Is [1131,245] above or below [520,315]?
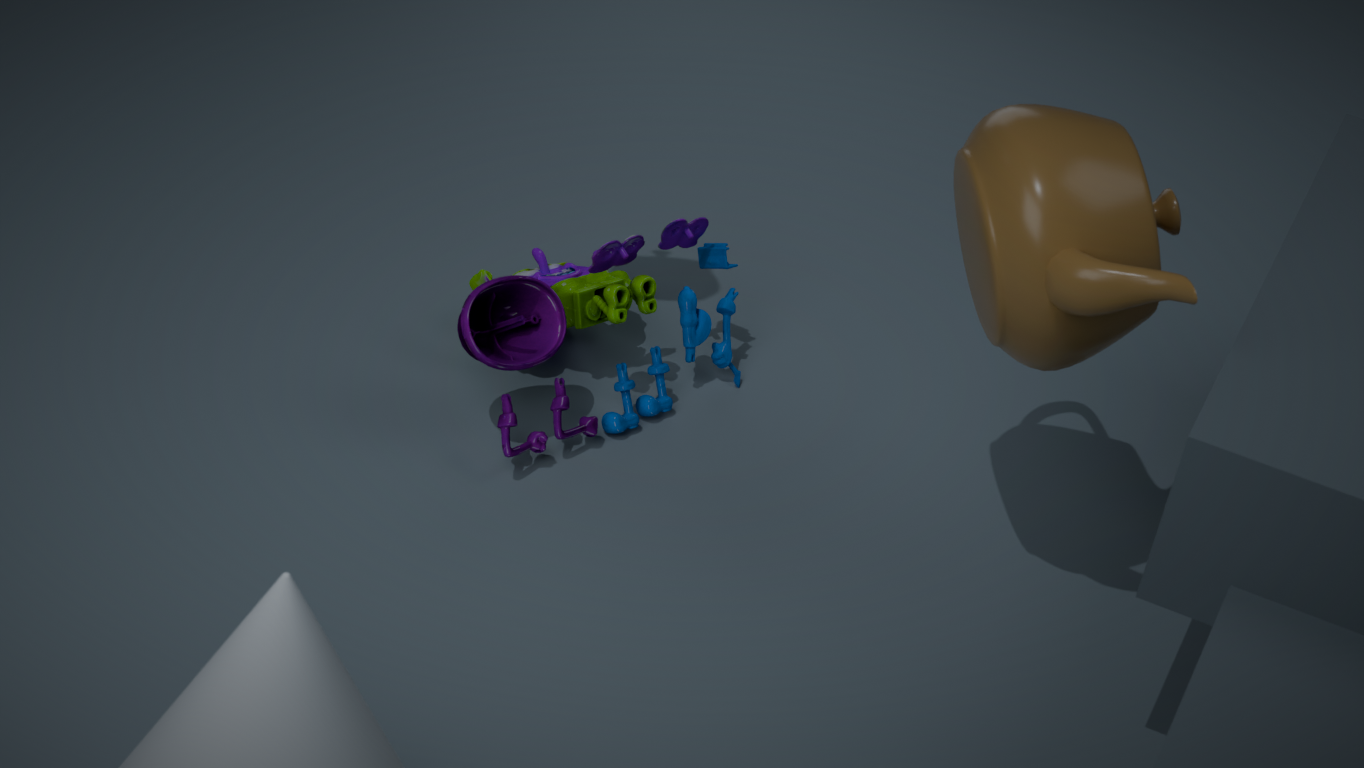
above
